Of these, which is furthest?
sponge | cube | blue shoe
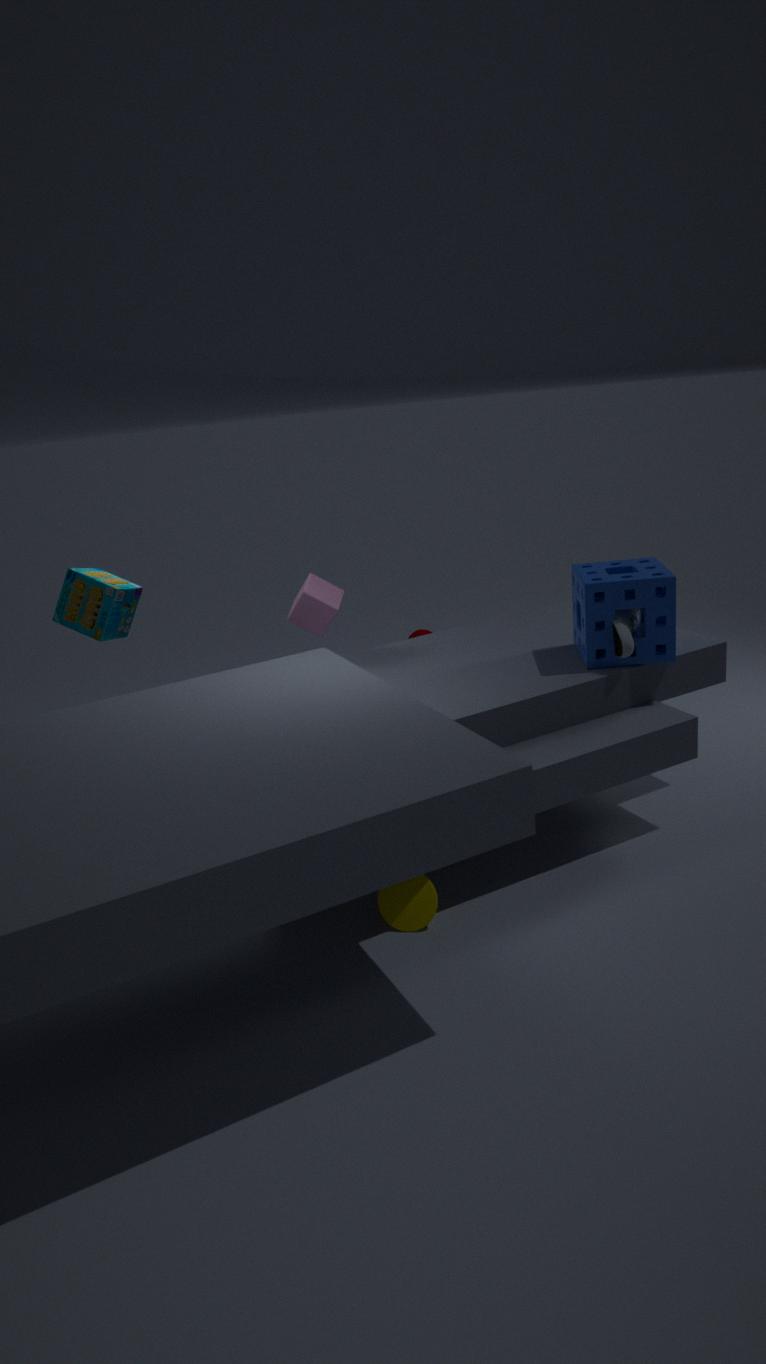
cube
